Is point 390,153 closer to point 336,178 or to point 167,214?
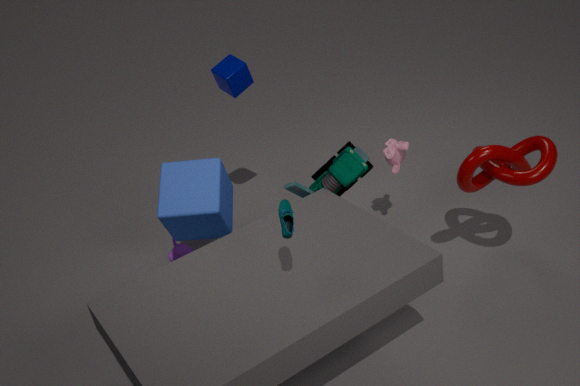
point 336,178
